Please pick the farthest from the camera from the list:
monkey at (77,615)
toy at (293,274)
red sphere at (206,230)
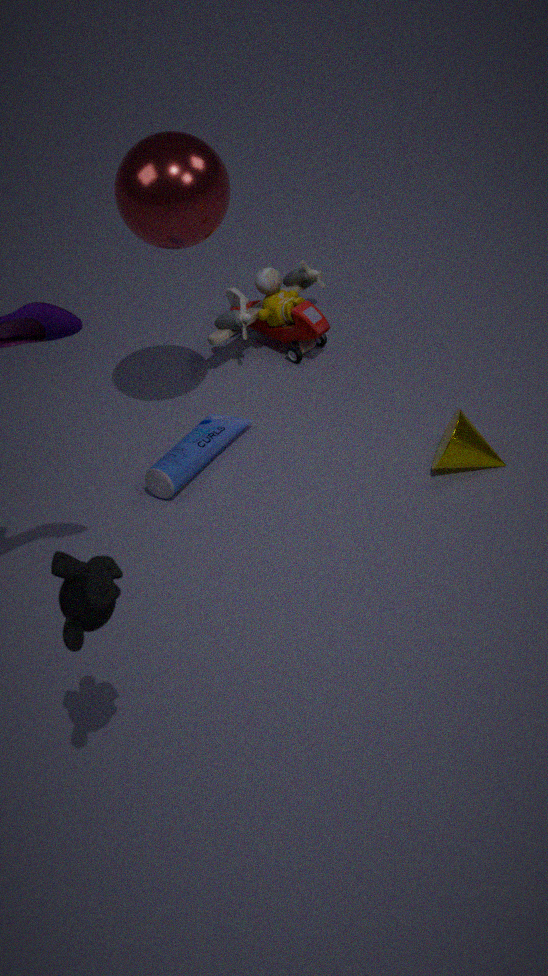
toy at (293,274)
